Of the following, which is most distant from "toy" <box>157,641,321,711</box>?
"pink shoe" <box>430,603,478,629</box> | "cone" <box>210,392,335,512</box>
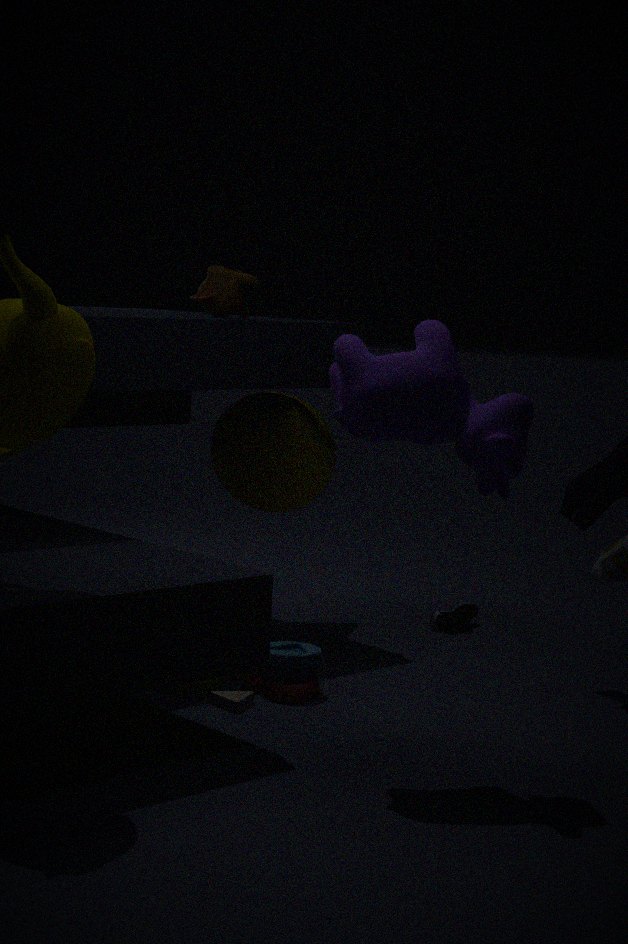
"pink shoe" <box>430,603,478,629</box>
